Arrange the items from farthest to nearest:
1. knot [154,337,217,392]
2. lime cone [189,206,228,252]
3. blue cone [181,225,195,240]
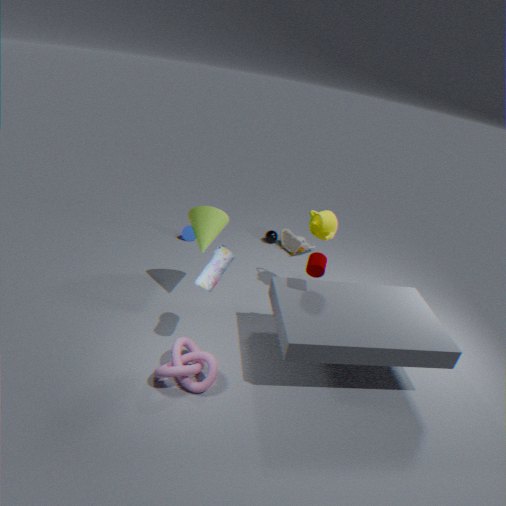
1. blue cone [181,225,195,240]
2. lime cone [189,206,228,252]
3. knot [154,337,217,392]
